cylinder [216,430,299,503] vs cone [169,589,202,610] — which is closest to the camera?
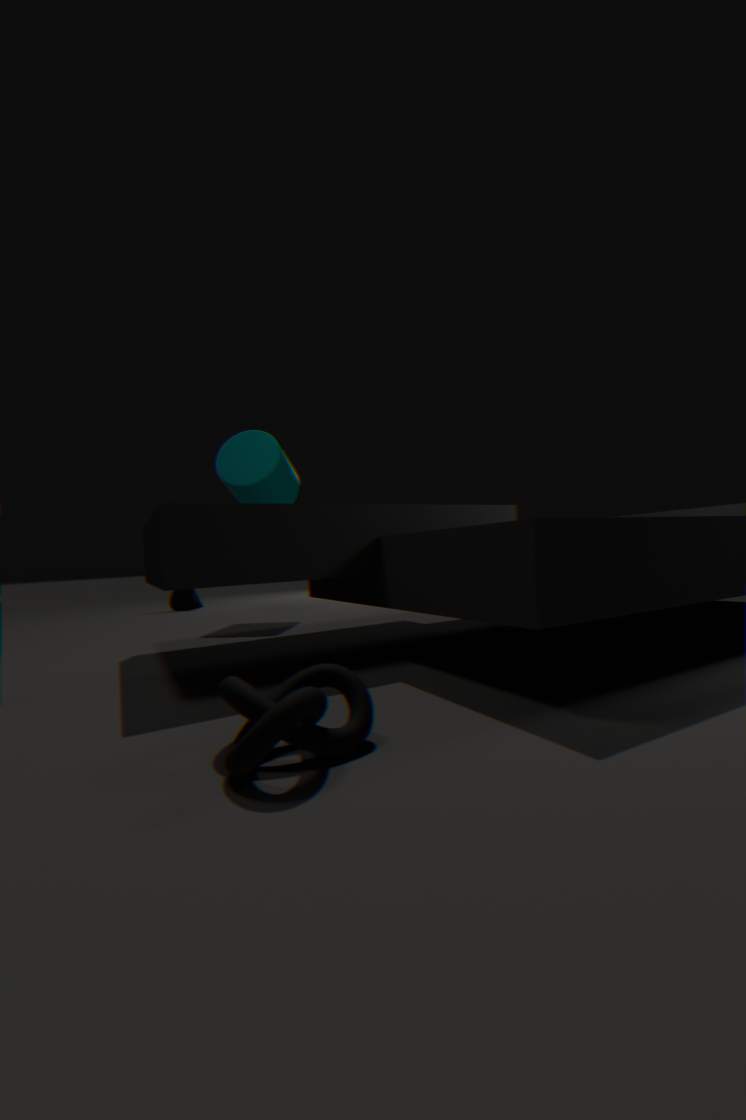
cylinder [216,430,299,503]
